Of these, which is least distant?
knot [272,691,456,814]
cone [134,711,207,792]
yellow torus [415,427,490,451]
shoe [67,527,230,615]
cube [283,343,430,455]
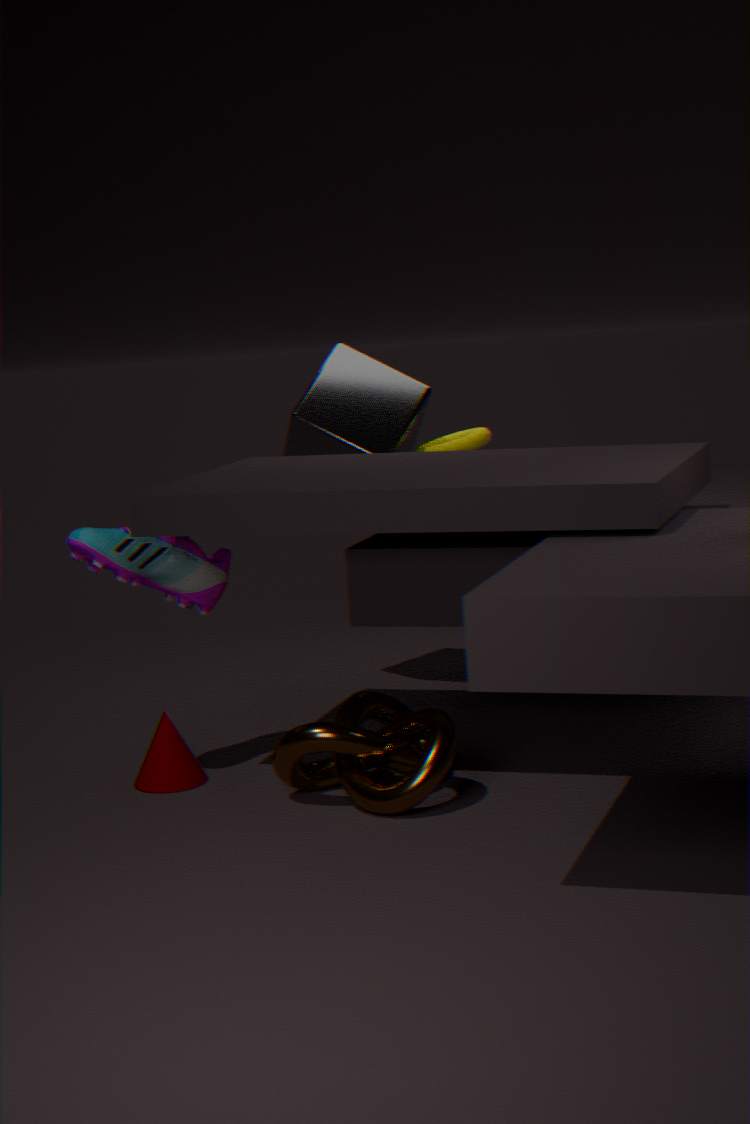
knot [272,691,456,814]
